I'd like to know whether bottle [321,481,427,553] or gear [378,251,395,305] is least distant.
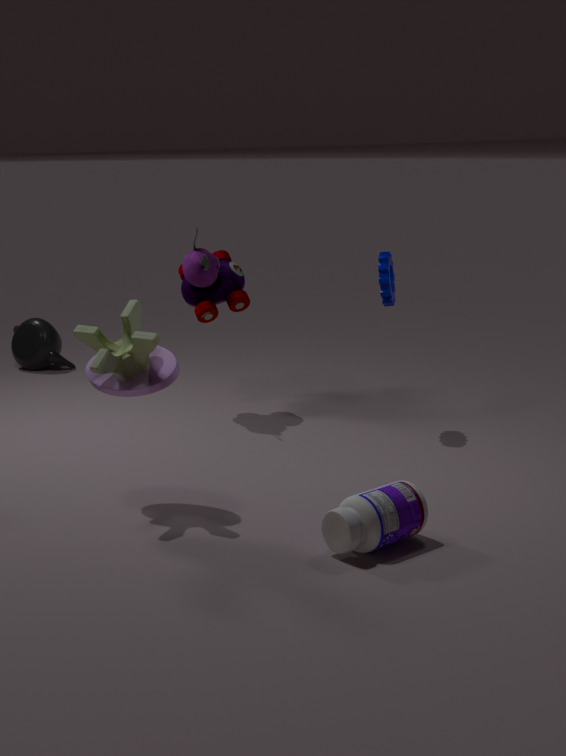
bottle [321,481,427,553]
